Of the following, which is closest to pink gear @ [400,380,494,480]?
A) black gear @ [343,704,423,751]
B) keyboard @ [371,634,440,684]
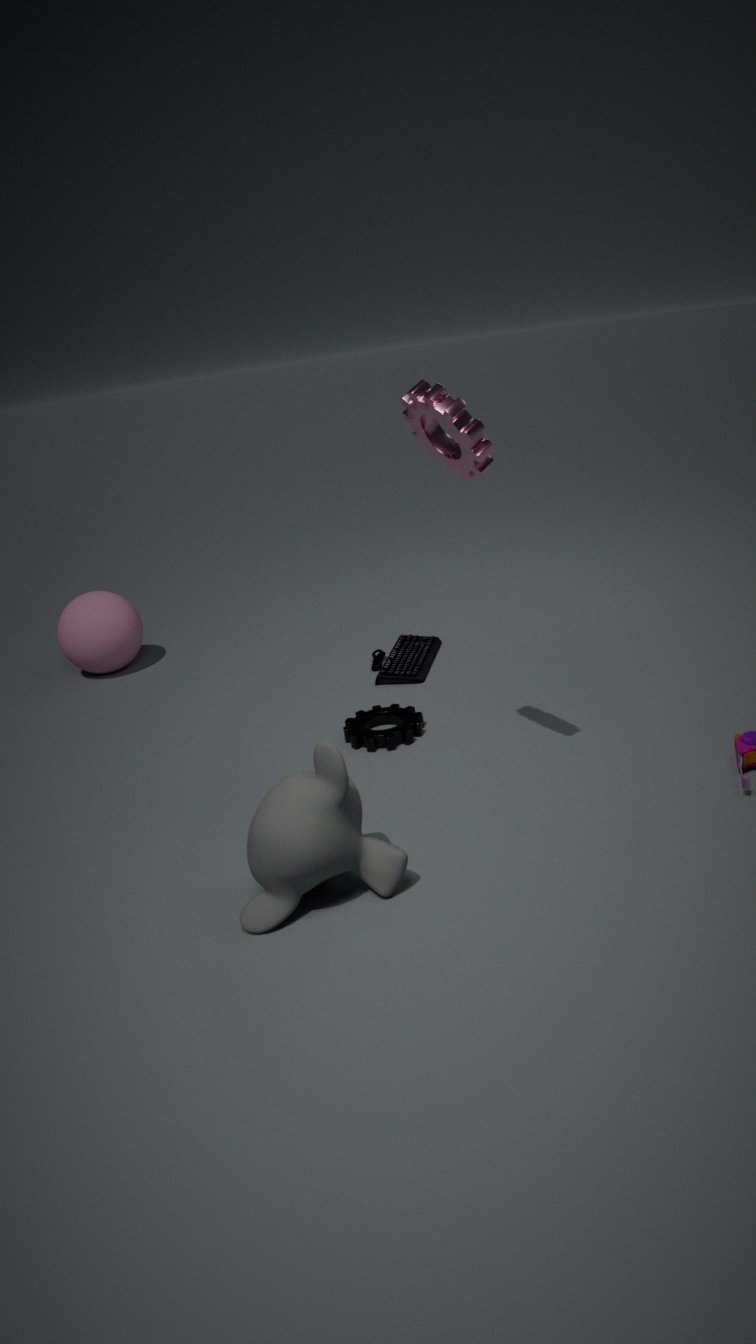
black gear @ [343,704,423,751]
